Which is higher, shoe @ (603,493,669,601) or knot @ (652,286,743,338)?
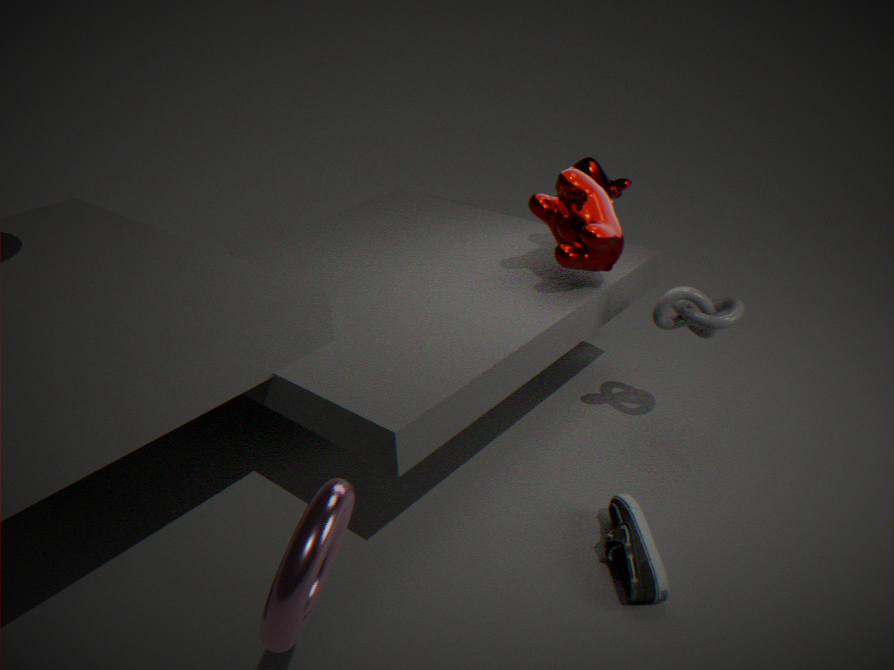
knot @ (652,286,743,338)
